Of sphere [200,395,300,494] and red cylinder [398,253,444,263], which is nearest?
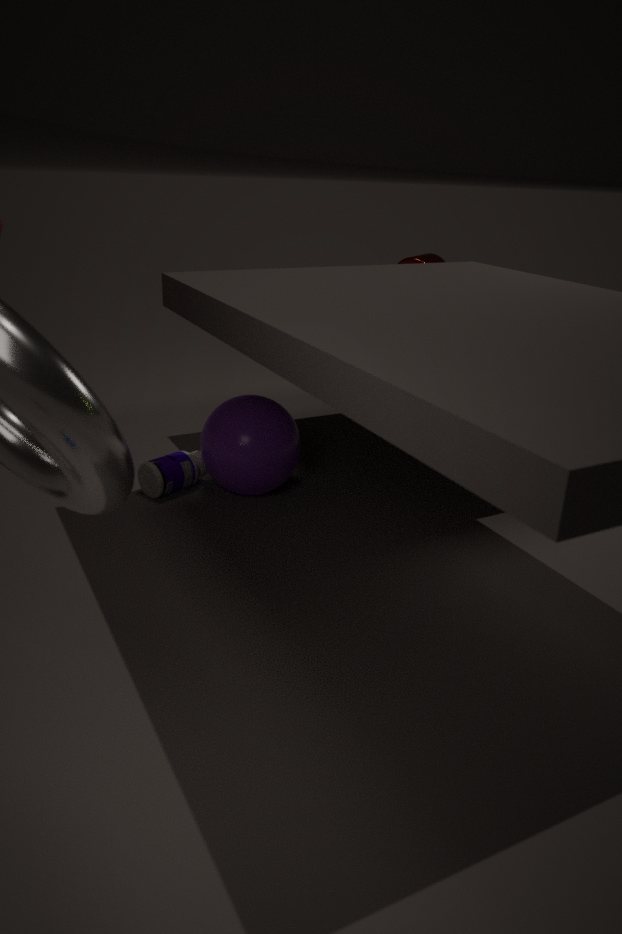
sphere [200,395,300,494]
